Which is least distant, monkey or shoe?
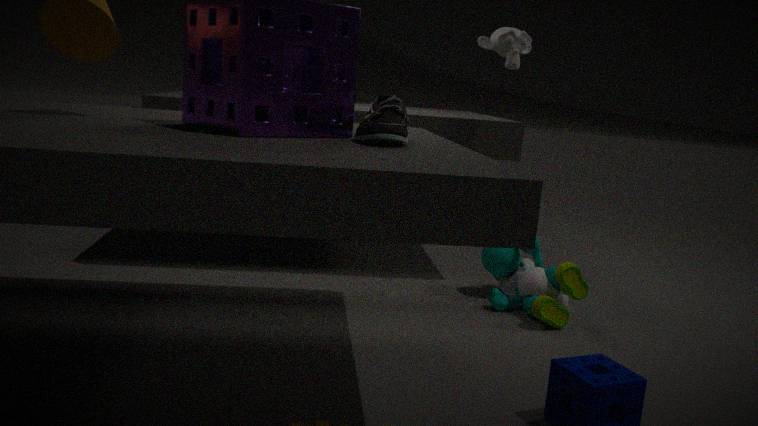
shoe
